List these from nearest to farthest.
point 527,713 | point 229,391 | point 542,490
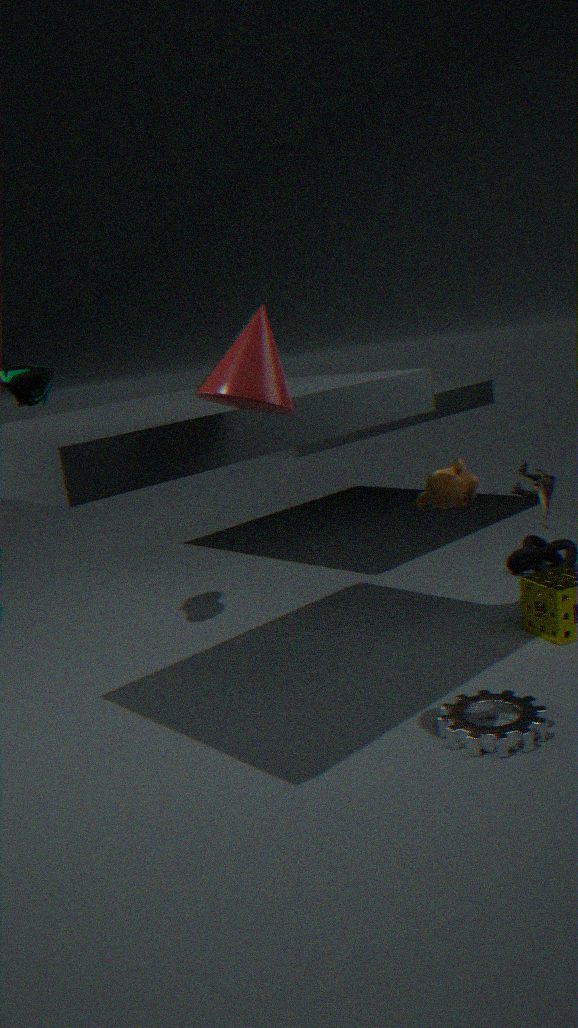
point 229,391
point 527,713
point 542,490
